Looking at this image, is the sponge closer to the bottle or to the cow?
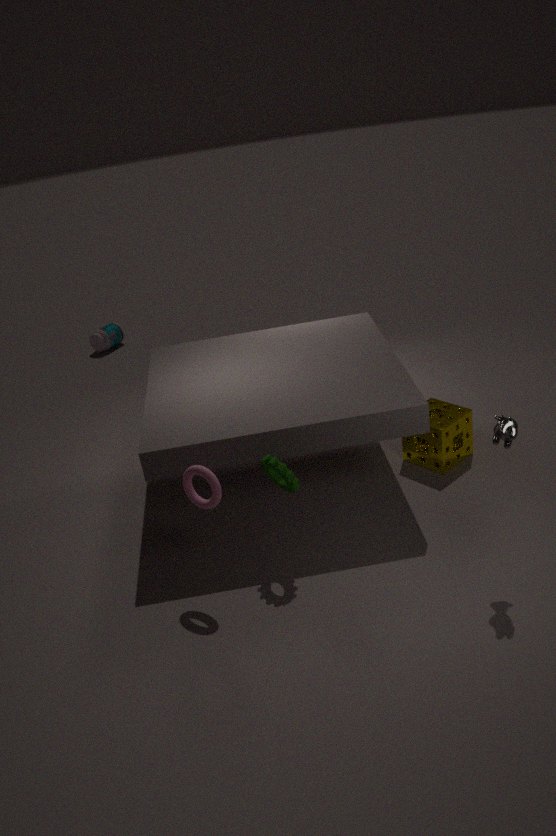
the cow
